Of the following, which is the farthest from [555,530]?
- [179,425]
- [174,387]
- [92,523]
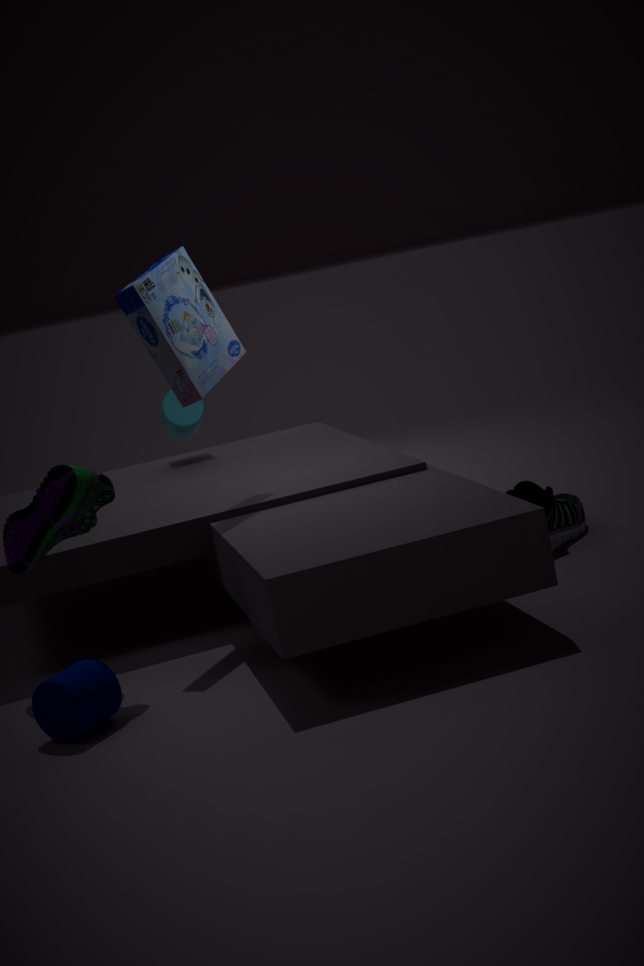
[179,425]
